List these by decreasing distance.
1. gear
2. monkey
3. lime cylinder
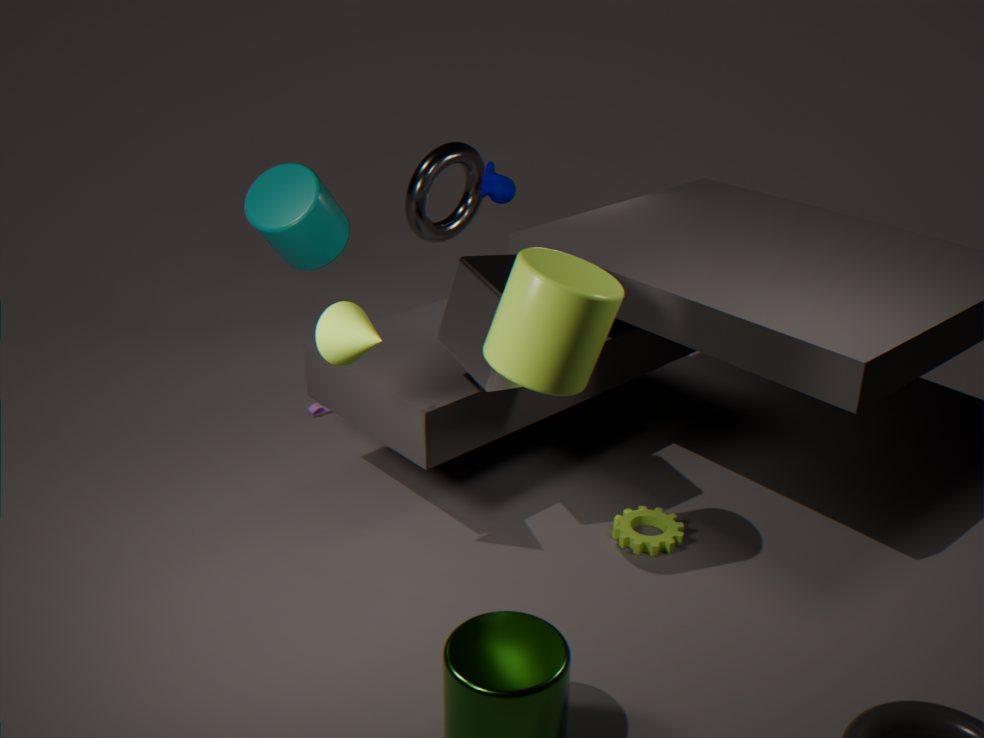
monkey → gear → lime cylinder
